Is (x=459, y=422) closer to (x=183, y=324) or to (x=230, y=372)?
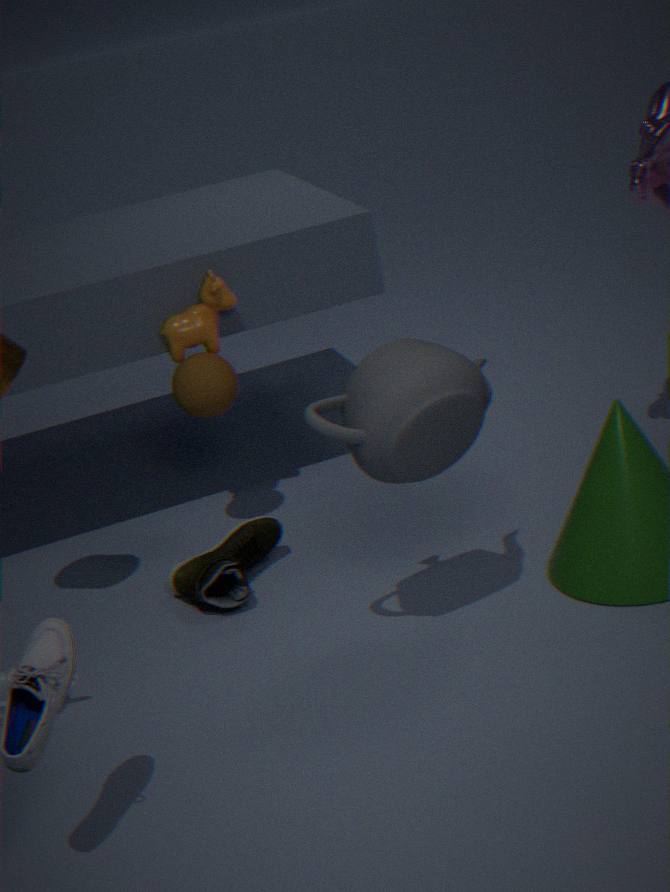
(x=230, y=372)
